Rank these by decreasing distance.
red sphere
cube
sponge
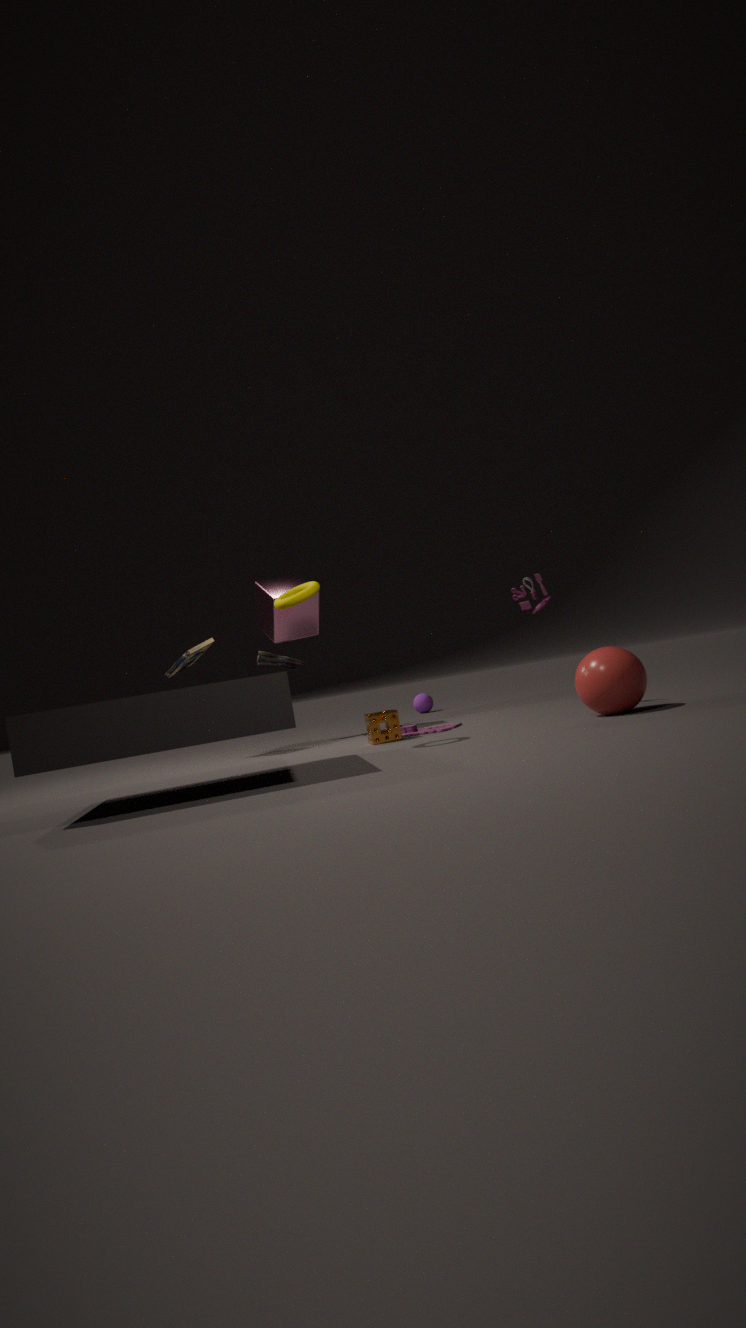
cube
sponge
red sphere
